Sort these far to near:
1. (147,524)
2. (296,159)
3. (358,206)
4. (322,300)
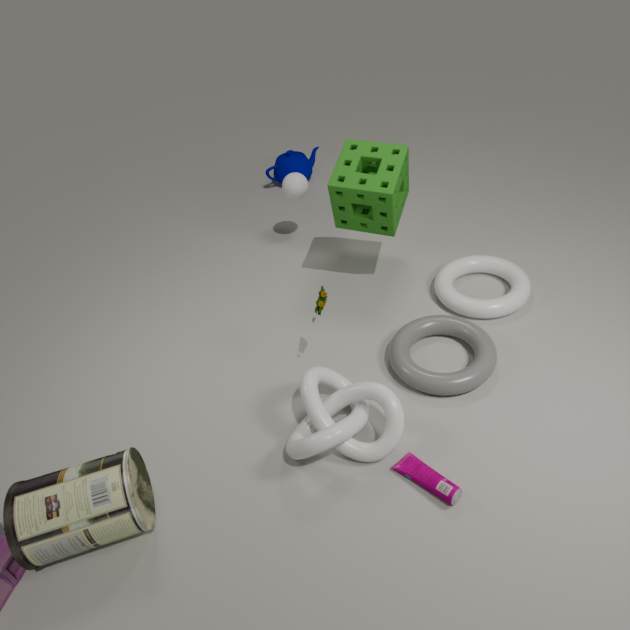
(296,159), (358,206), (322,300), (147,524)
